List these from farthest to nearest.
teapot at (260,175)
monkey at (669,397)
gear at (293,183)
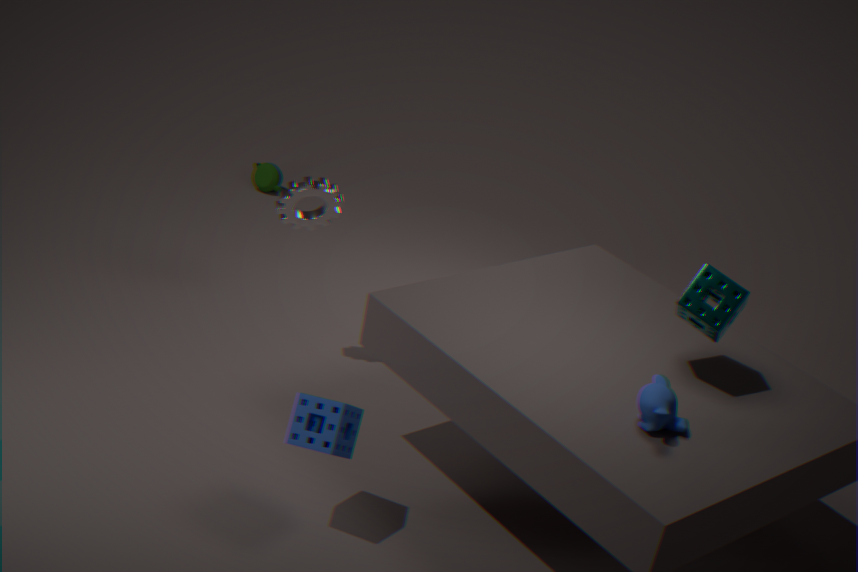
teapot at (260,175)
gear at (293,183)
monkey at (669,397)
